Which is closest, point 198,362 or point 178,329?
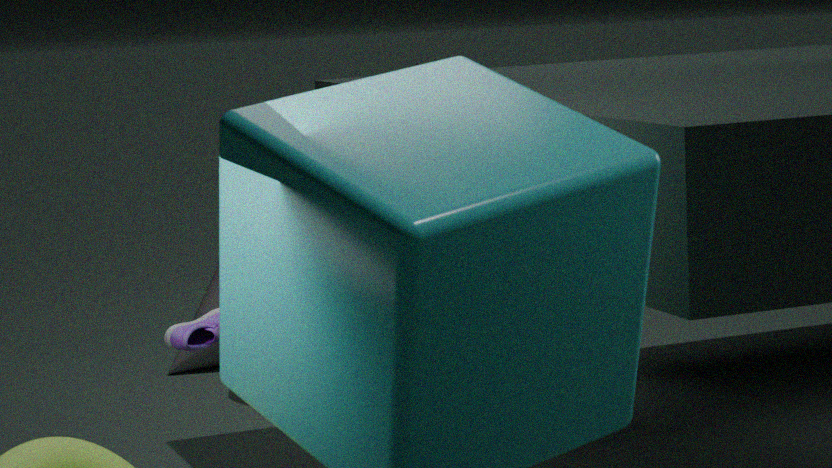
point 178,329
